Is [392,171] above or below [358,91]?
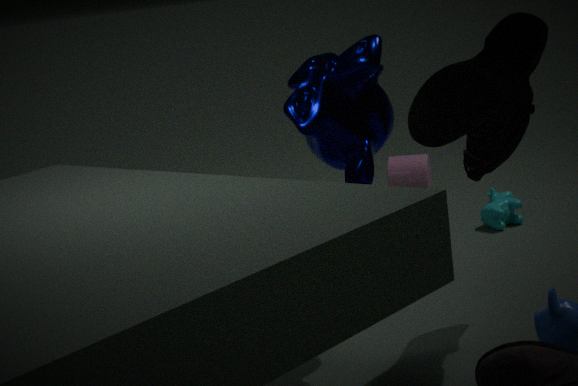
below
